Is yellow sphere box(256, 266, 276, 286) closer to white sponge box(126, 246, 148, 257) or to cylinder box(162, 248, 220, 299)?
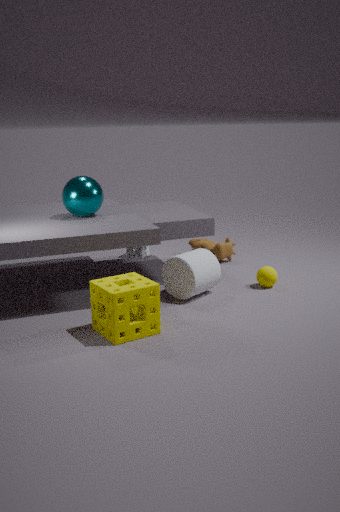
cylinder box(162, 248, 220, 299)
